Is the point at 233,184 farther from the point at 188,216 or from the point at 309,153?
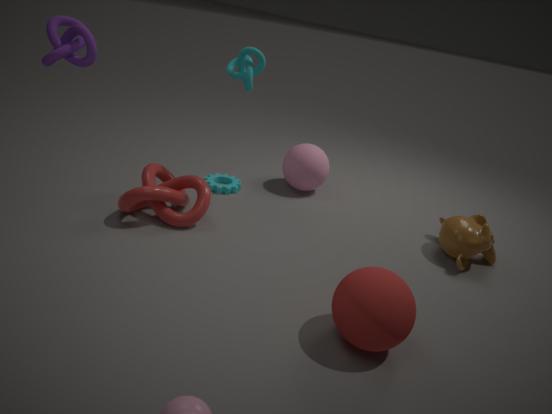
the point at 309,153
